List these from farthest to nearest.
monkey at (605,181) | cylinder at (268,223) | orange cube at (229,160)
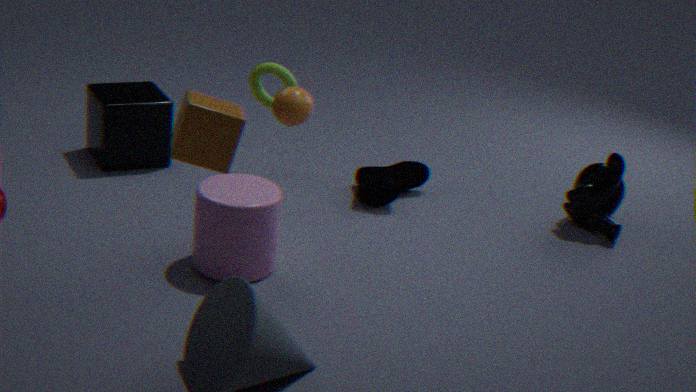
monkey at (605,181) < cylinder at (268,223) < orange cube at (229,160)
